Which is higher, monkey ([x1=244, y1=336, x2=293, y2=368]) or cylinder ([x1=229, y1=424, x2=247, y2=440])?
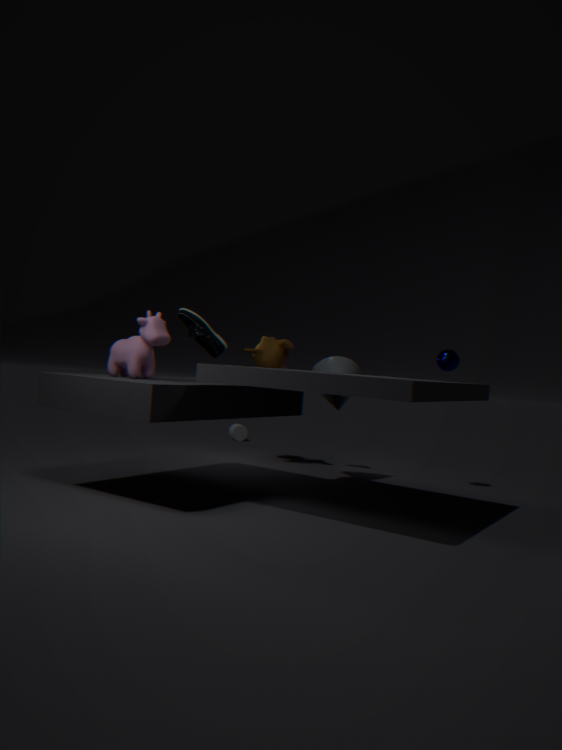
monkey ([x1=244, y1=336, x2=293, y2=368])
